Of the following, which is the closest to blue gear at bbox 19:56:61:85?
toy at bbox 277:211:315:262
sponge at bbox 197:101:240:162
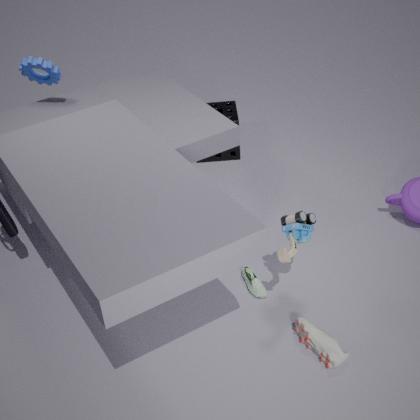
sponge at bbox 197:101:240:162
